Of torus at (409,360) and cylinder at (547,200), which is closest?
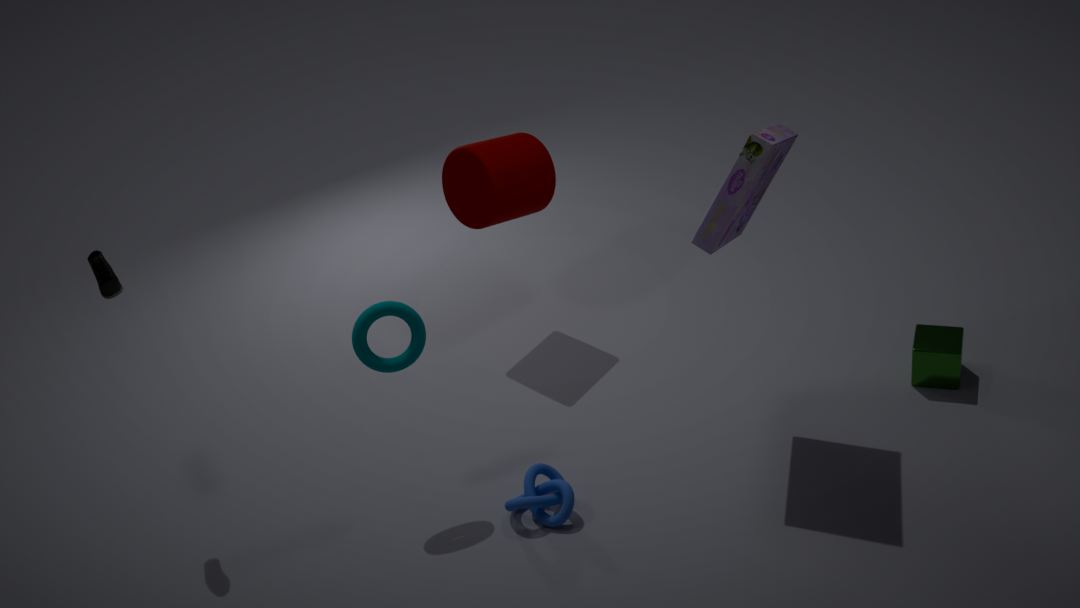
torus at (409,360)
